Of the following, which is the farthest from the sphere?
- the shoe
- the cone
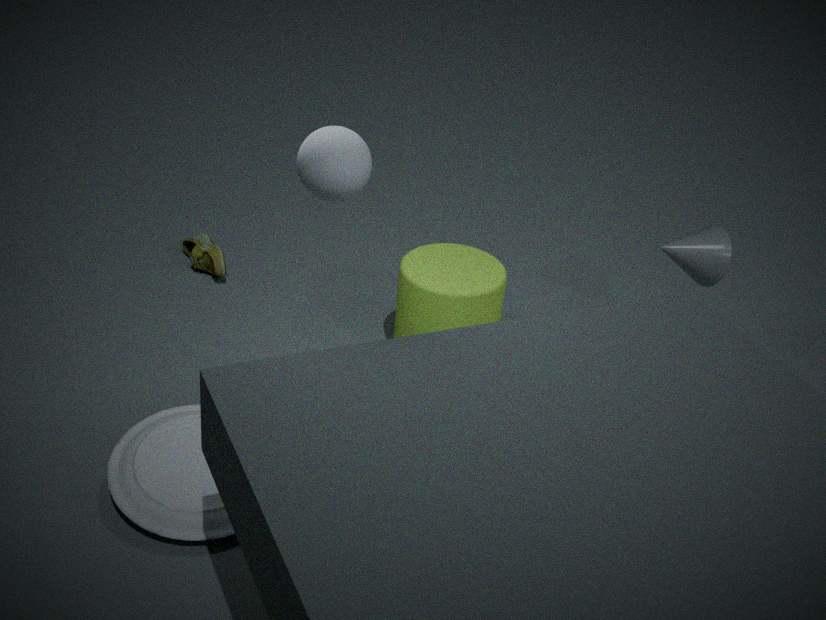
the shoe
